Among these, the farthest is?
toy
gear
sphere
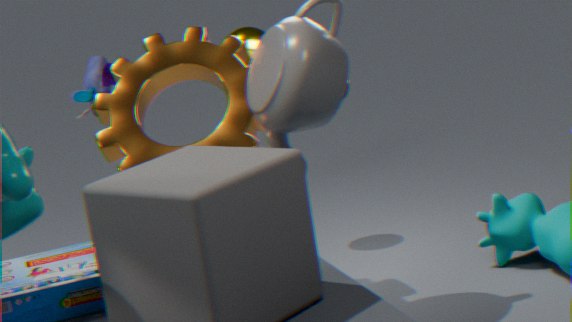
toy
